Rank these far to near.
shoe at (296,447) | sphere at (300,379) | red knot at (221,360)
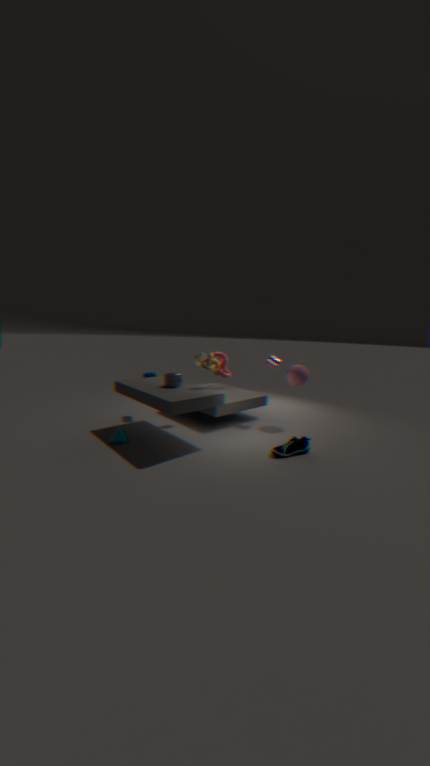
red knot at (221,360), sphere at (300,379), shoe at (296,447)
